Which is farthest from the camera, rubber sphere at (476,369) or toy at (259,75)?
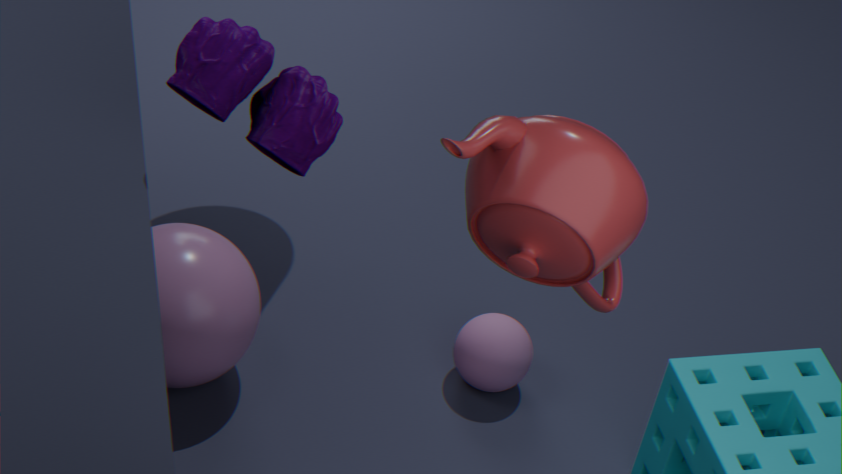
rubber sphere at (476,369)
